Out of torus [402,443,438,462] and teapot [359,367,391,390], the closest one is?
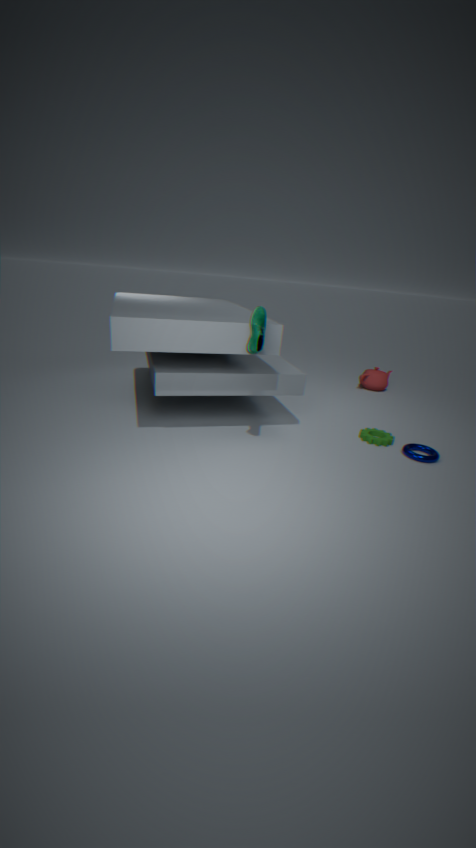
torus [402,443,438,462]
